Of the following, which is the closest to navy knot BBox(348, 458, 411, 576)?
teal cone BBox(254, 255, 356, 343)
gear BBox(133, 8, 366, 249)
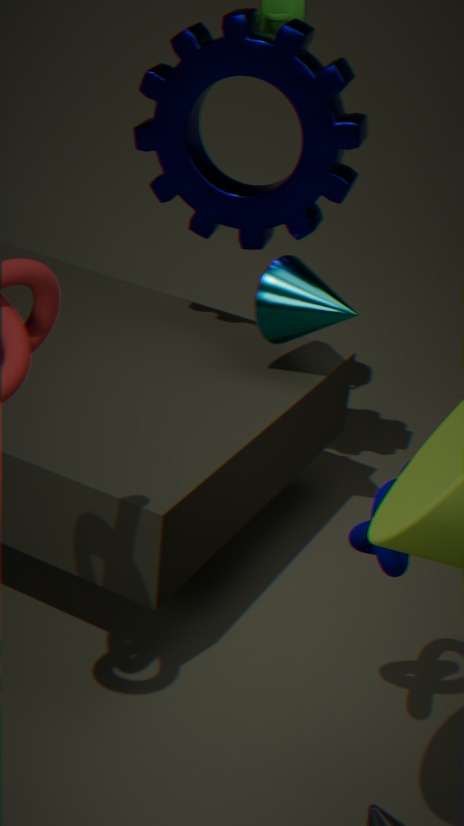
teal cone BBox(254, 255, 356, 343)
